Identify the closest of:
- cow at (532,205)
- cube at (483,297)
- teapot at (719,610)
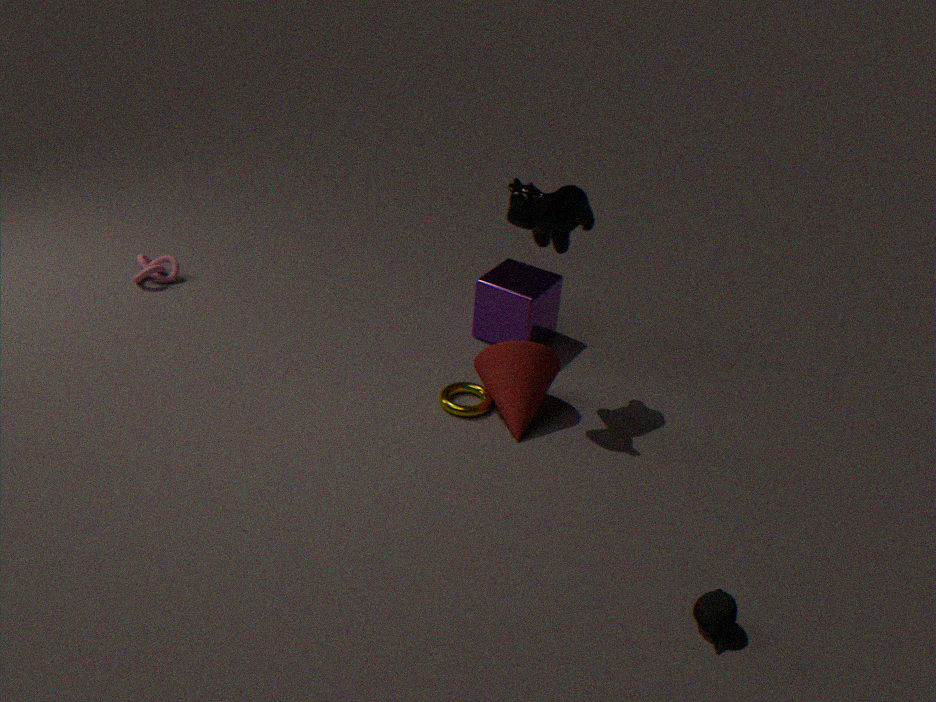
teapot at (719,610)
